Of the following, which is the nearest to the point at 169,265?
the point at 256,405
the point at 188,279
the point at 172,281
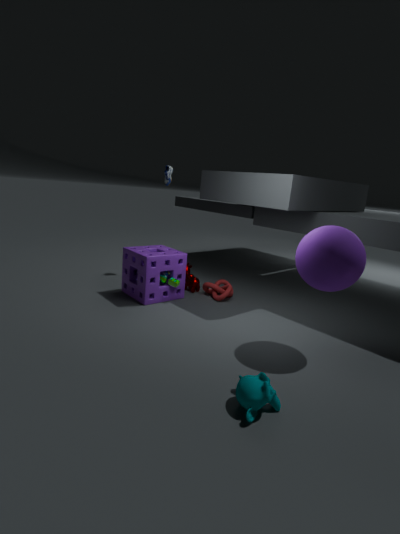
the point at 172,281
